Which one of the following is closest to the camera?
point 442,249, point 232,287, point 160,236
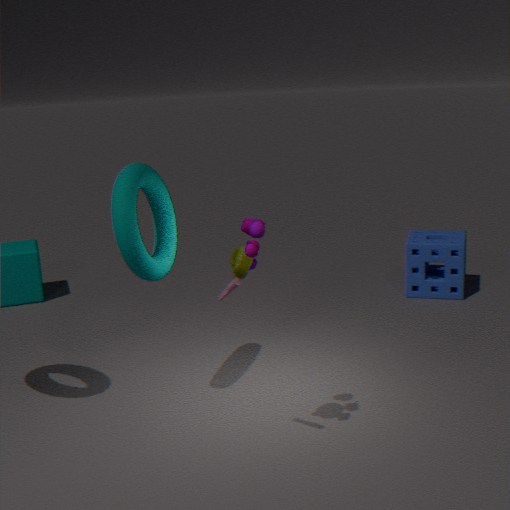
point 232,287
